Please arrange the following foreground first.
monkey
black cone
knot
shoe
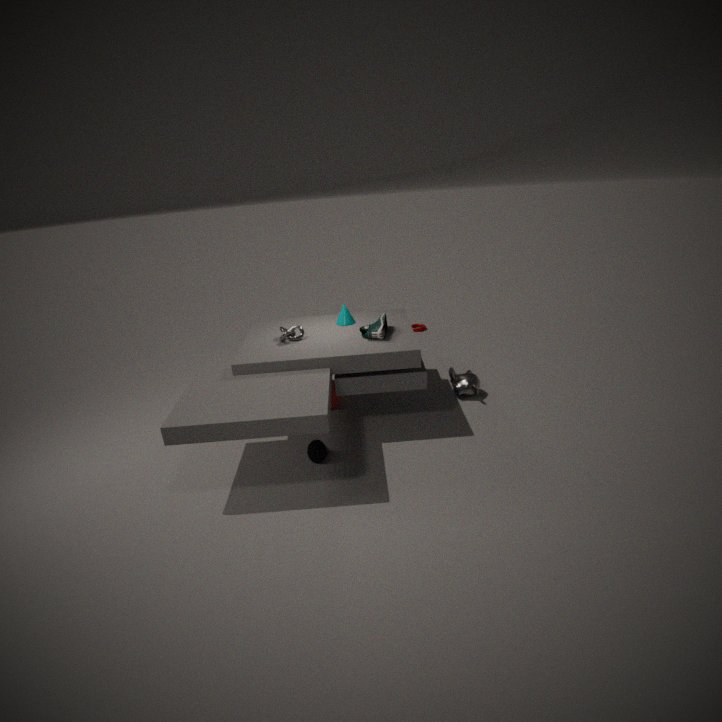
black cone → shoe → knot → monkey
